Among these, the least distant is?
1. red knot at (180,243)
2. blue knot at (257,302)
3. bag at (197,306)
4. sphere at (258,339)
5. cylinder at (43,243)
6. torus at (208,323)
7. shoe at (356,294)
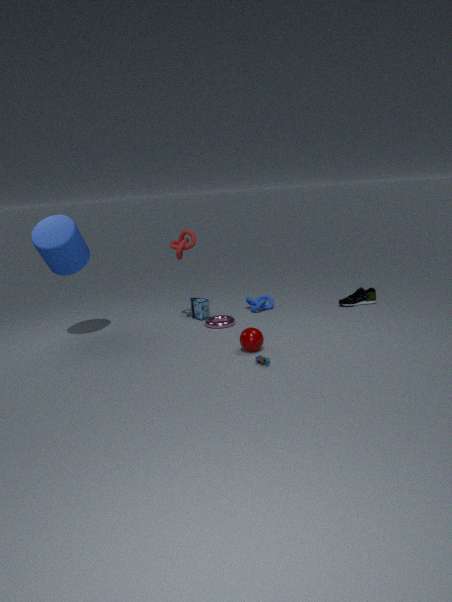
sphere at (258,339)
